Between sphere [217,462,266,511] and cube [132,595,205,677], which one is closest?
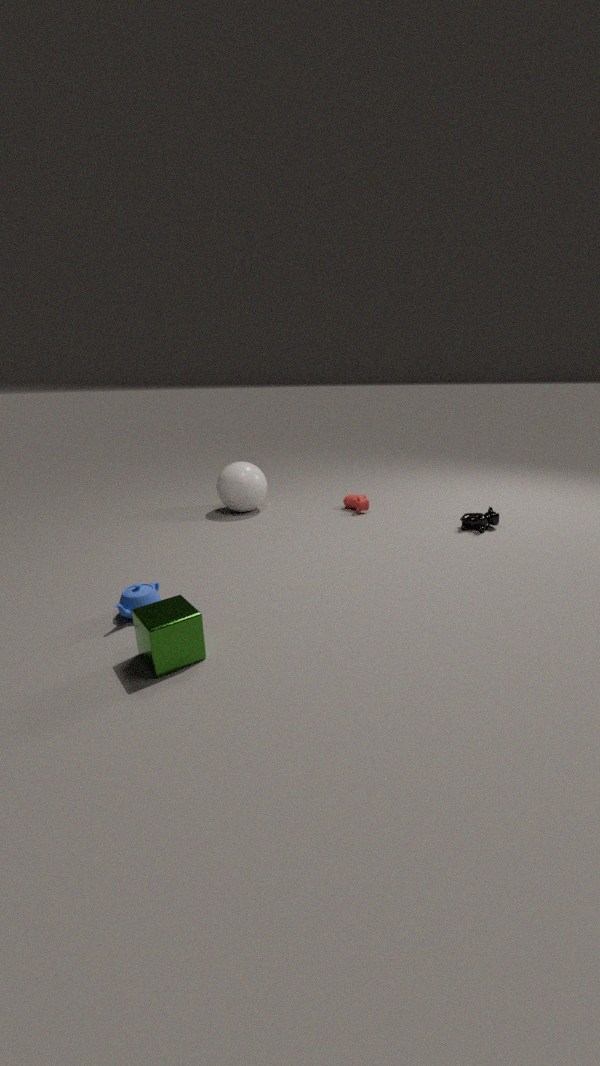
cube [132,595,205,677]
